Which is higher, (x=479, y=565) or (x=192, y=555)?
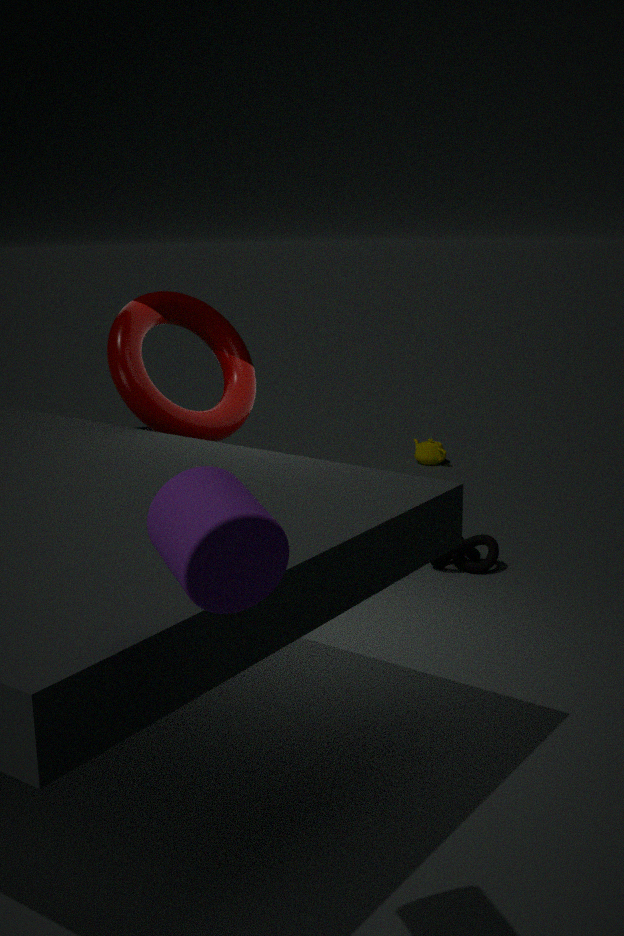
(x=192, y=555)
